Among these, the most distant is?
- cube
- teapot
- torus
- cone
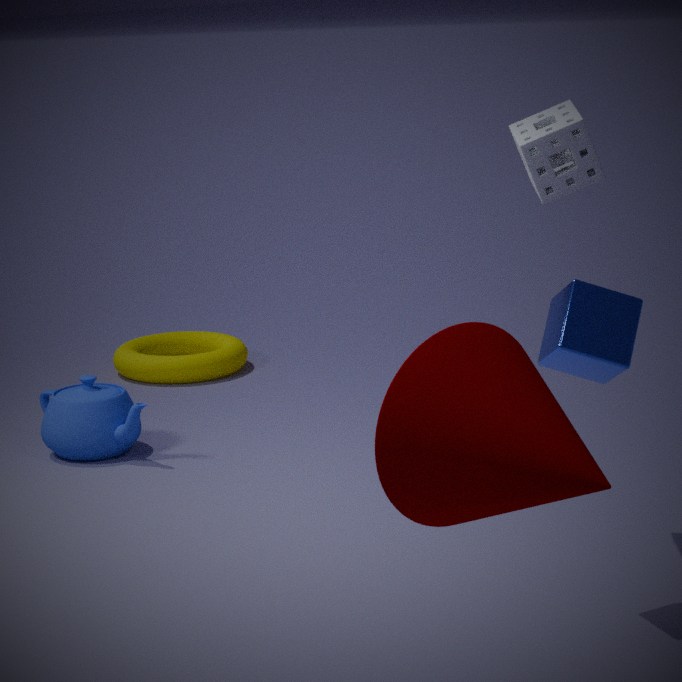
torus
